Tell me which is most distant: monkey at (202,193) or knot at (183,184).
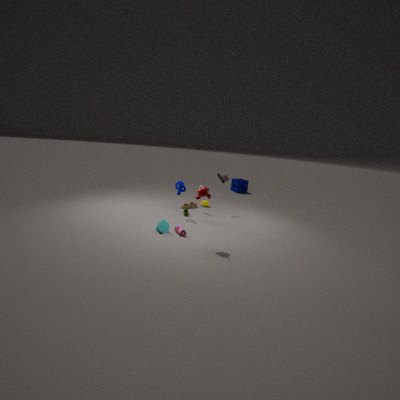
knot at (183,184)
